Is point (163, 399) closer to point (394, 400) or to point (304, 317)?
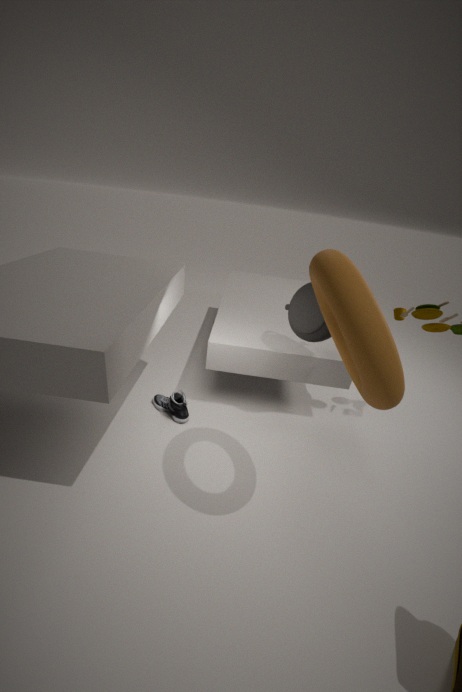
point (304, 317)
